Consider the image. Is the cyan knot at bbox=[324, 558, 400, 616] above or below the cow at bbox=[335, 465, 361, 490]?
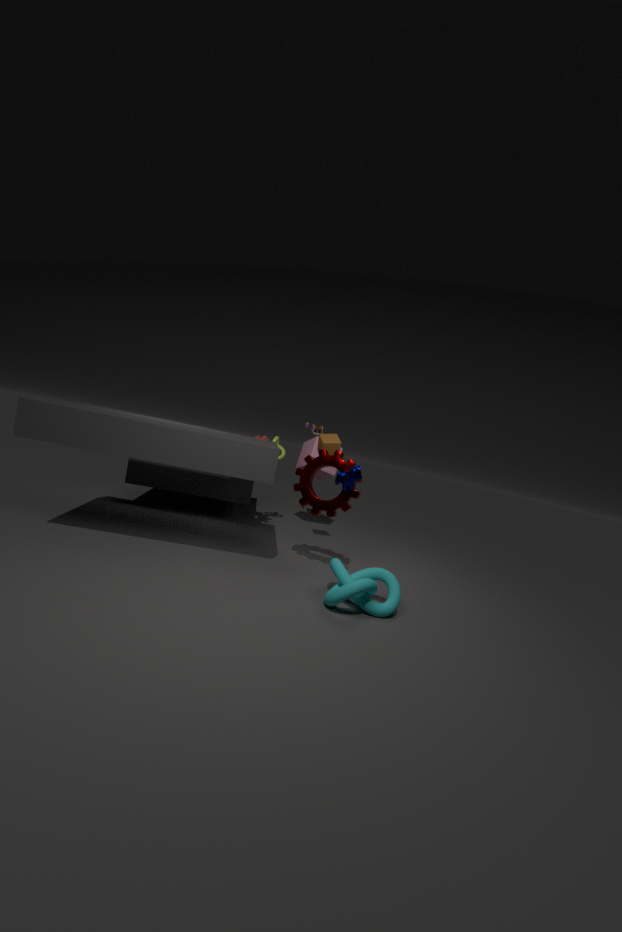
below
